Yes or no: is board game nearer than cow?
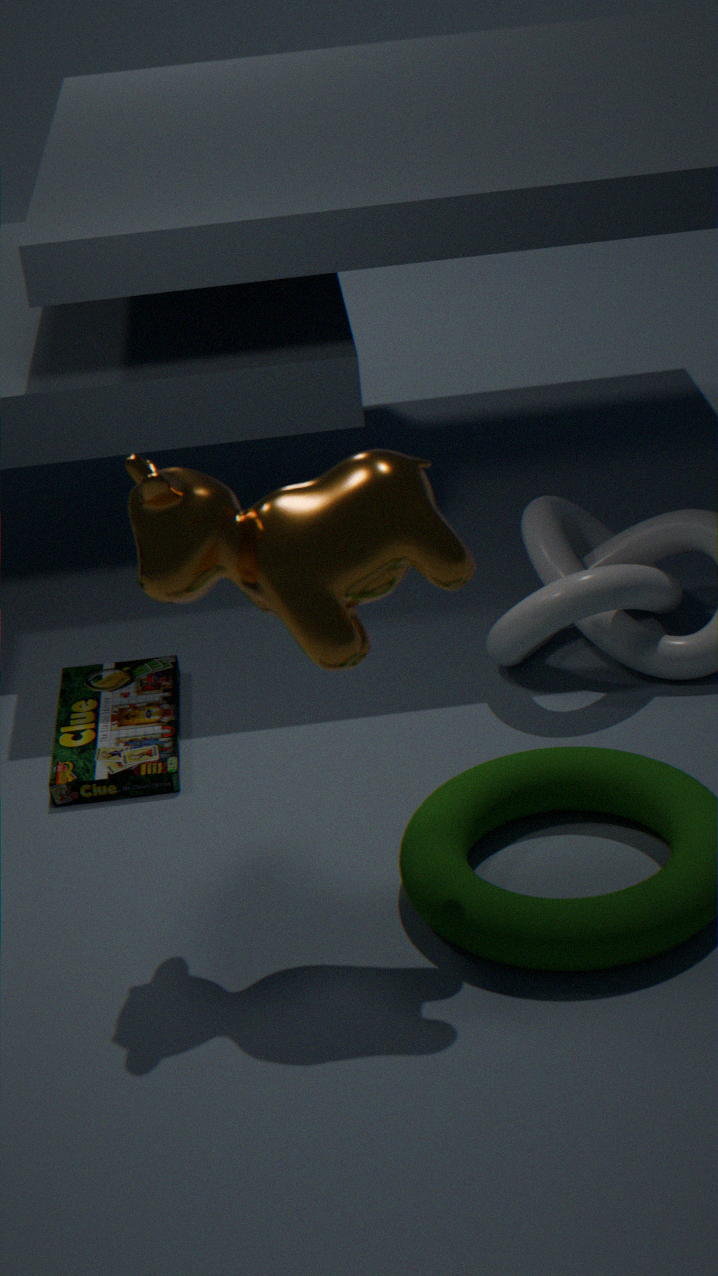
No
